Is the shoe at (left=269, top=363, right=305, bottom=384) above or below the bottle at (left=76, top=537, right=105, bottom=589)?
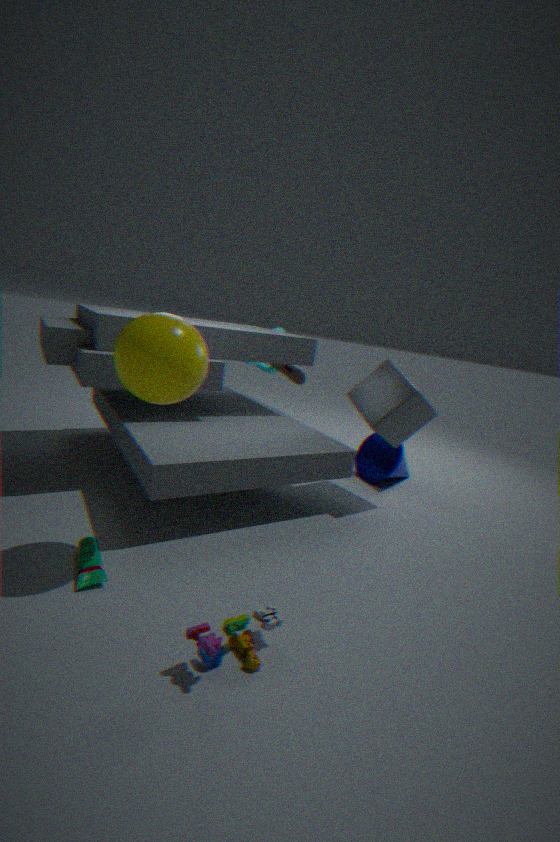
above
